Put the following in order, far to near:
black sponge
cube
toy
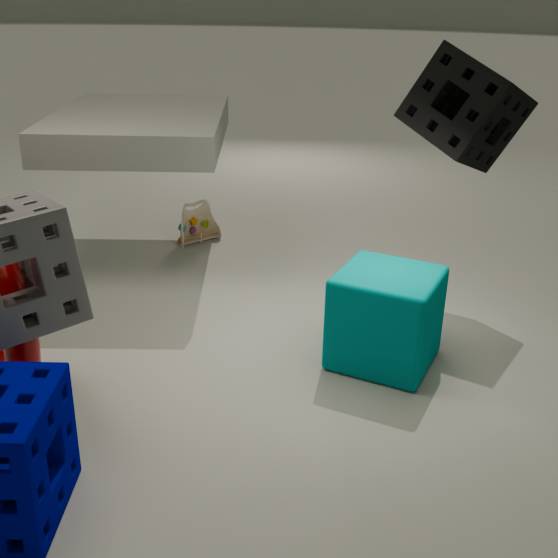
toy → black sponge → cube
